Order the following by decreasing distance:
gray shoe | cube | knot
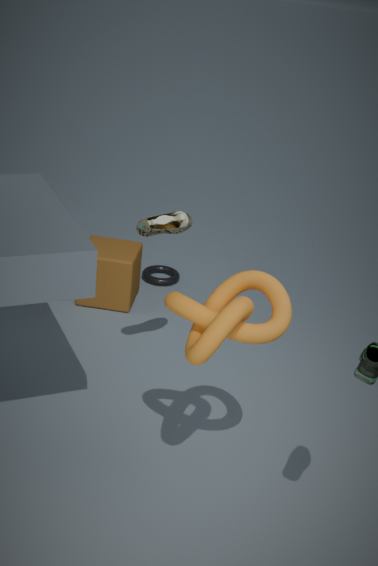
1. cube
2. gray shoe
3. knot
